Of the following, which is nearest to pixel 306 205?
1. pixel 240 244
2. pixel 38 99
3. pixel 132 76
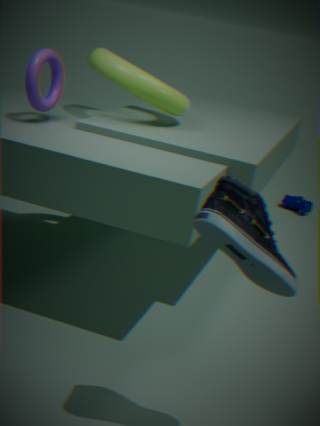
pixel 132 76
